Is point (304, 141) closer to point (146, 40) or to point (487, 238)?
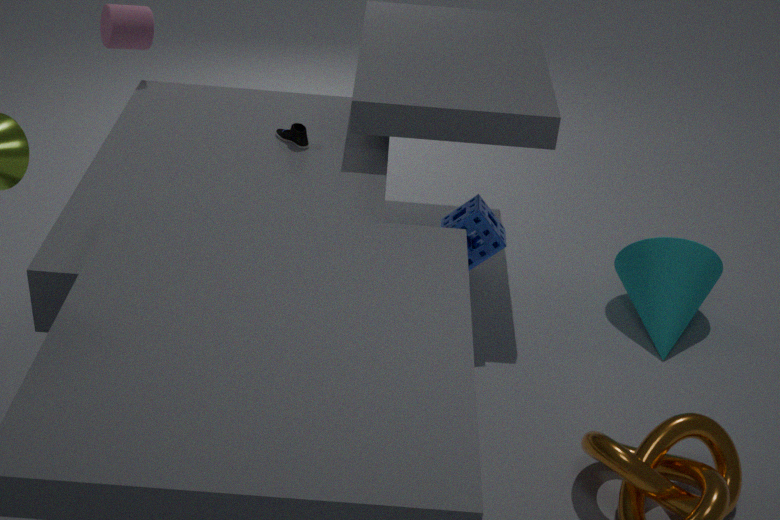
point (487, 238)
